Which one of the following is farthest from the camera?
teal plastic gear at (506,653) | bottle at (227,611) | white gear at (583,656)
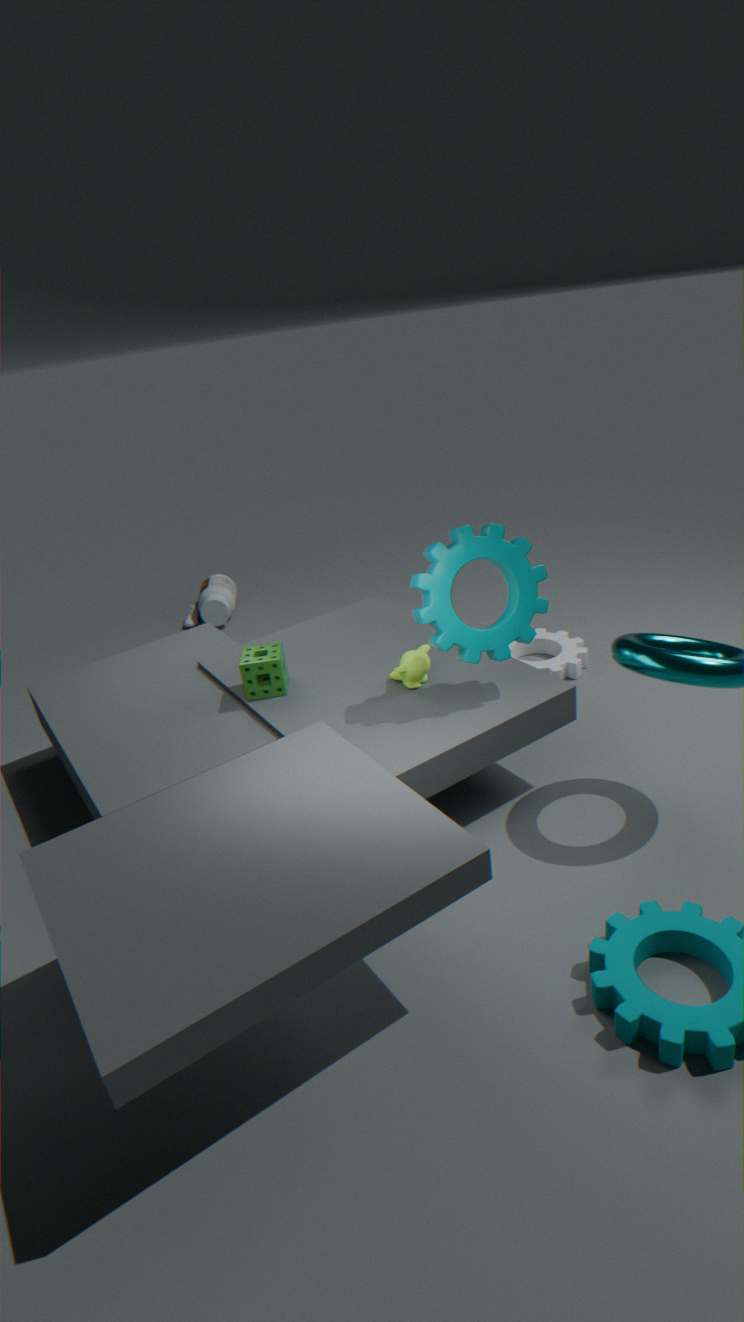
bottle at (227,611)
